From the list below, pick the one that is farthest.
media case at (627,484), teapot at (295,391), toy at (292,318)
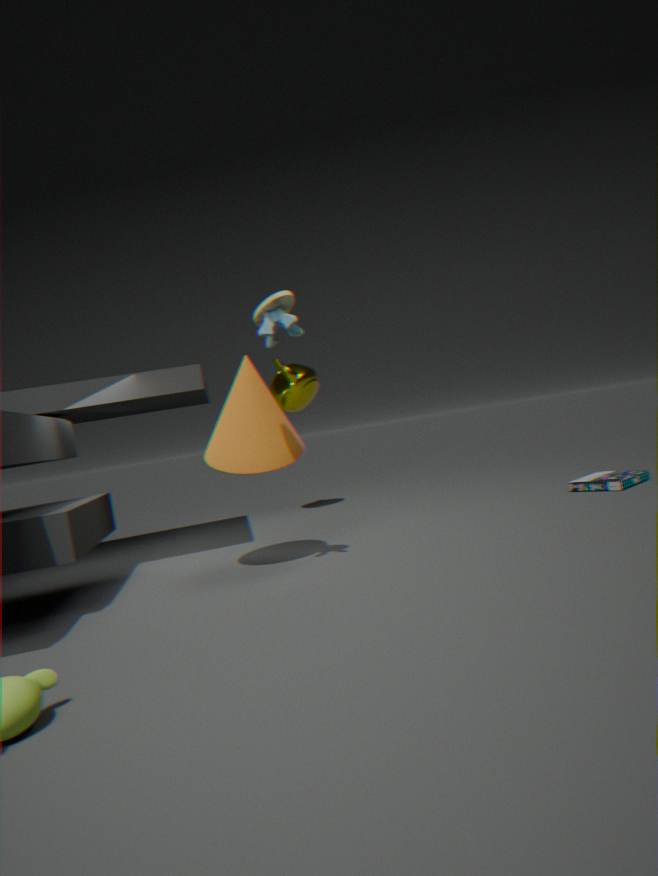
teapot at (295,391)
